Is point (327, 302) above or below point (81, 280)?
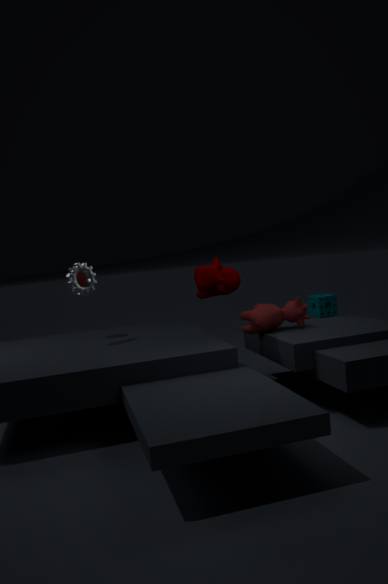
below
